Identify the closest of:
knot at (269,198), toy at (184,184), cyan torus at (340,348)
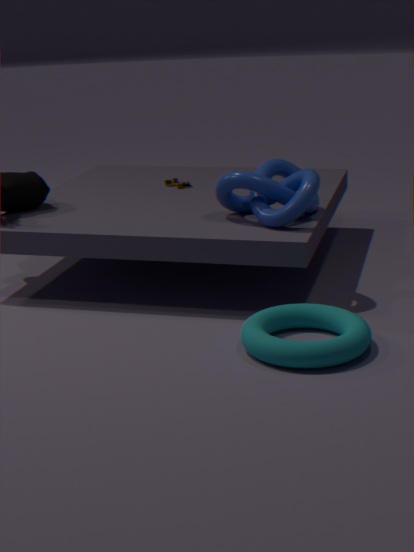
cyan torus at (340,348)
